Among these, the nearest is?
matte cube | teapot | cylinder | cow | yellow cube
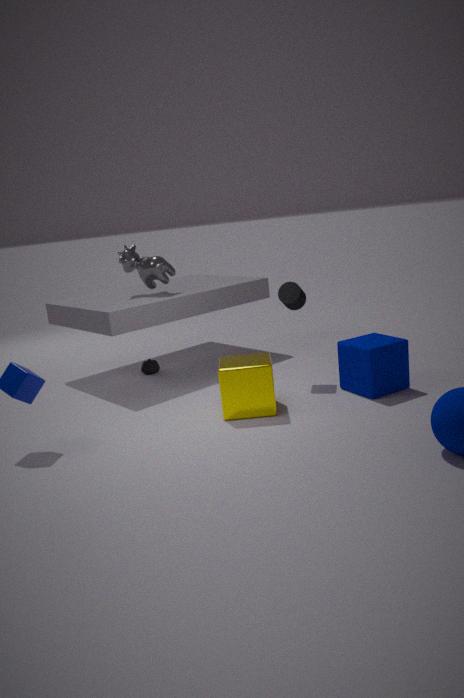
yellow cube
